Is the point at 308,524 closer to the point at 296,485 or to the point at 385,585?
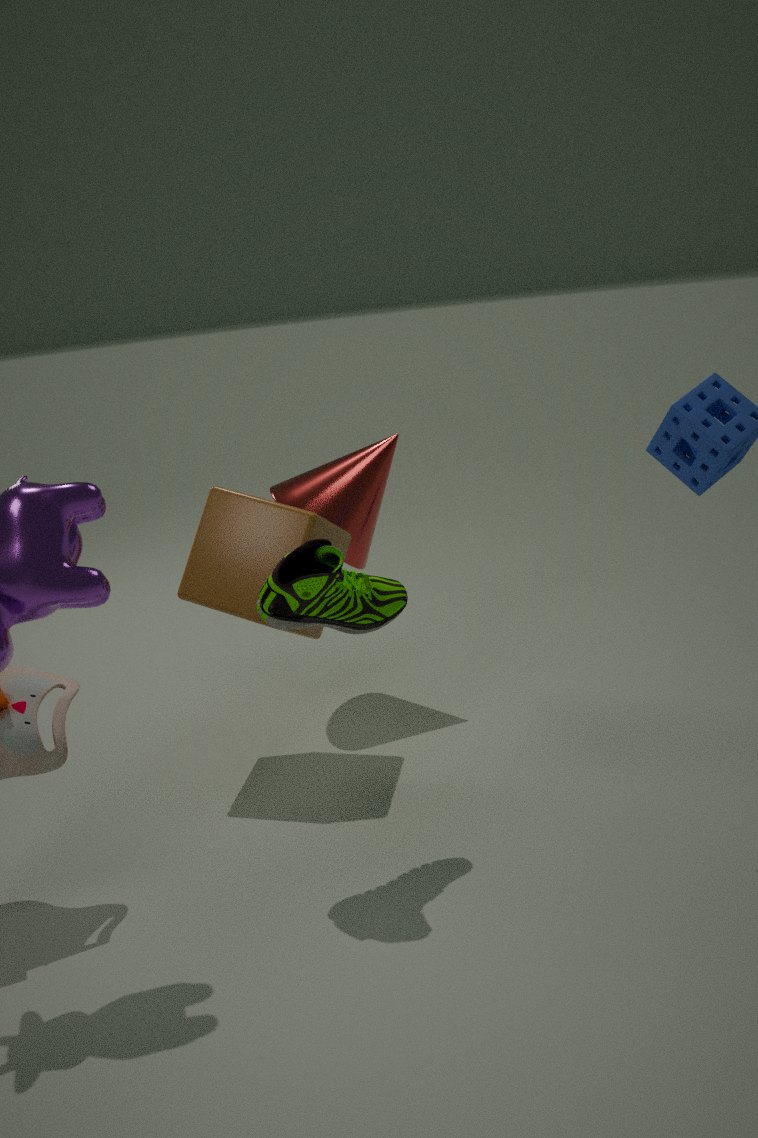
the point at 296,485
